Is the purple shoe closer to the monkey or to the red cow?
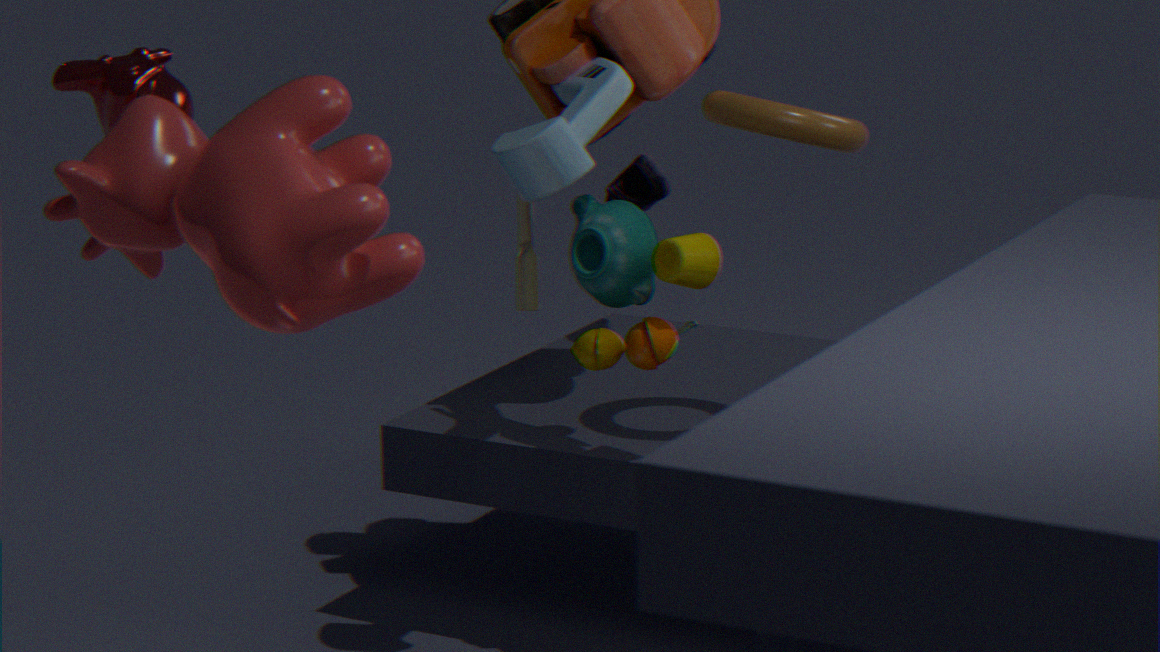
the monkey
